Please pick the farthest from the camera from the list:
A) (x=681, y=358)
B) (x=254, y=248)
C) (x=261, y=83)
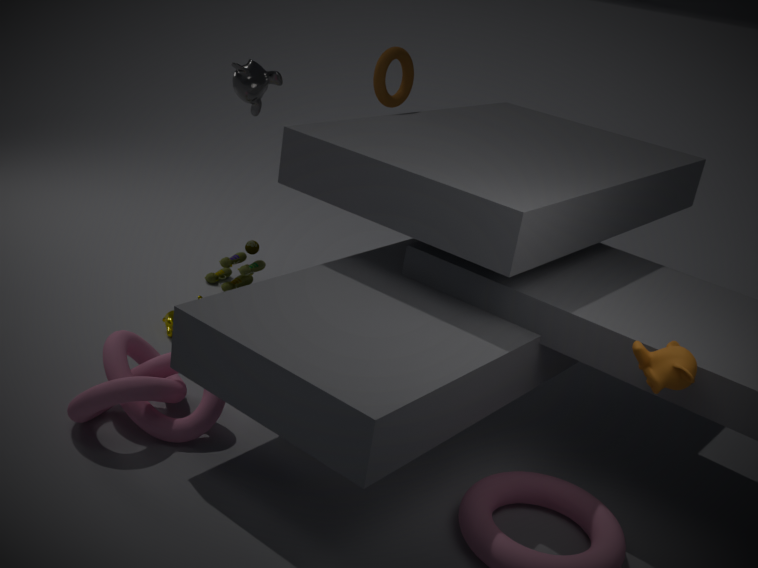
(x=254, y=248)
